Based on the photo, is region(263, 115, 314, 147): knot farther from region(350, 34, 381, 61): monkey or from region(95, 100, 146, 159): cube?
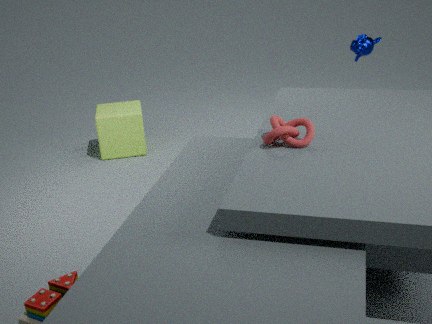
region(95, 100, 146, 159): cube
